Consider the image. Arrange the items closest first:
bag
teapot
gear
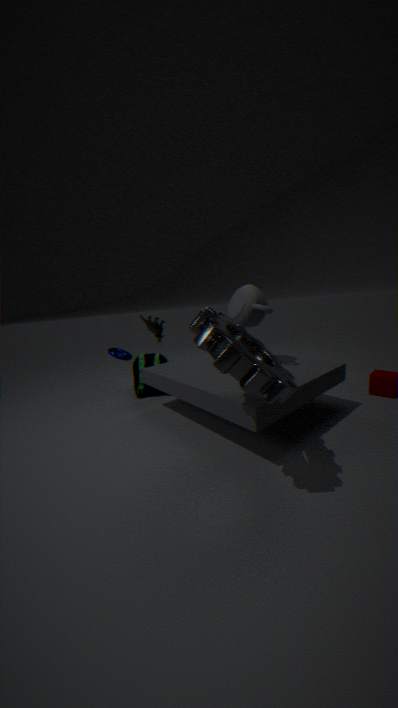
gear < teapot < bag
